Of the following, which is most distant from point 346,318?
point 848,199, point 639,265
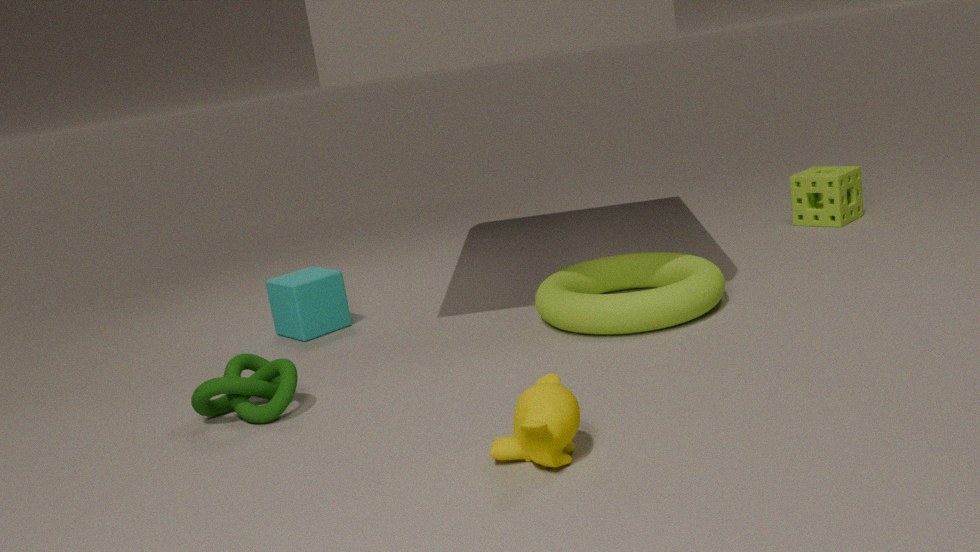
point 848,199
